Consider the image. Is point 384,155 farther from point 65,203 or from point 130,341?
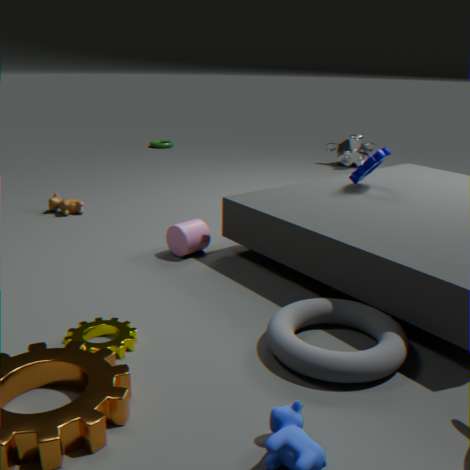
point 65,203
